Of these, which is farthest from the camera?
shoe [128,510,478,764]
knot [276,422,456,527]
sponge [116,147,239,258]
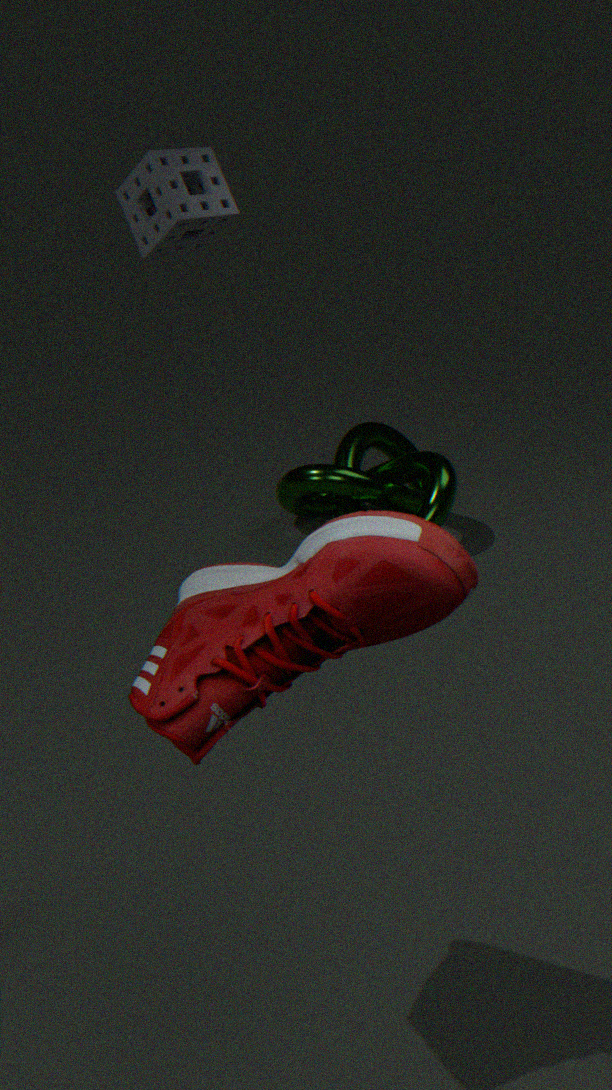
Result: knot [276,422,456,527]
